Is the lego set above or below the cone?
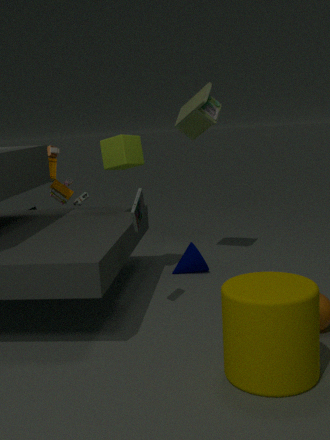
above
